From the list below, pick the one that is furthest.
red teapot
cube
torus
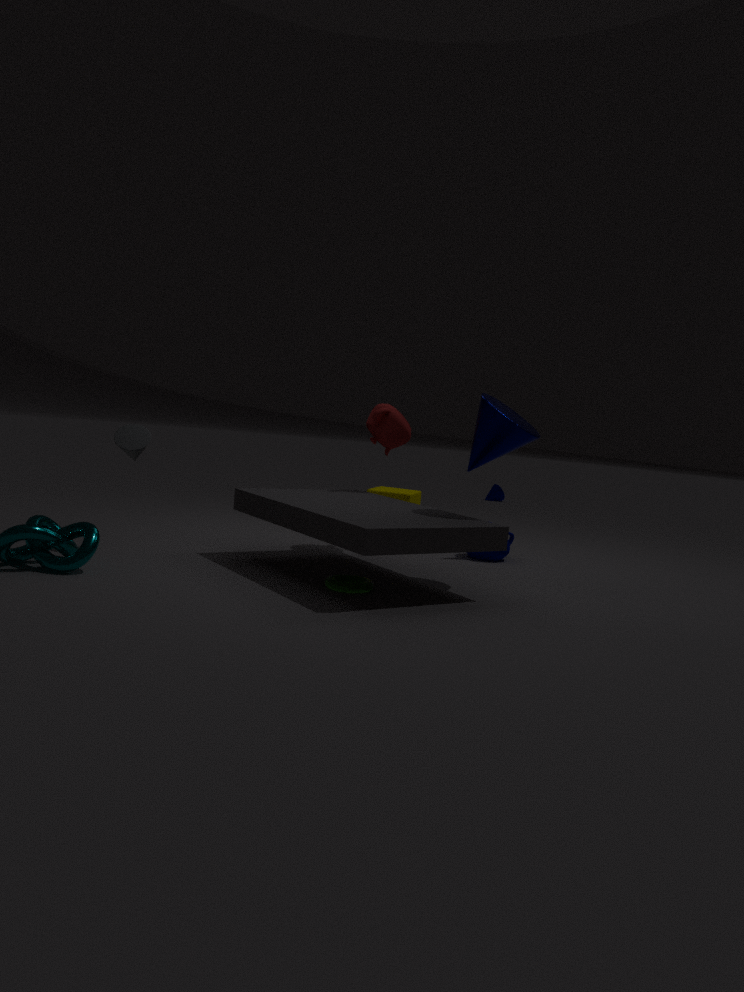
cube
